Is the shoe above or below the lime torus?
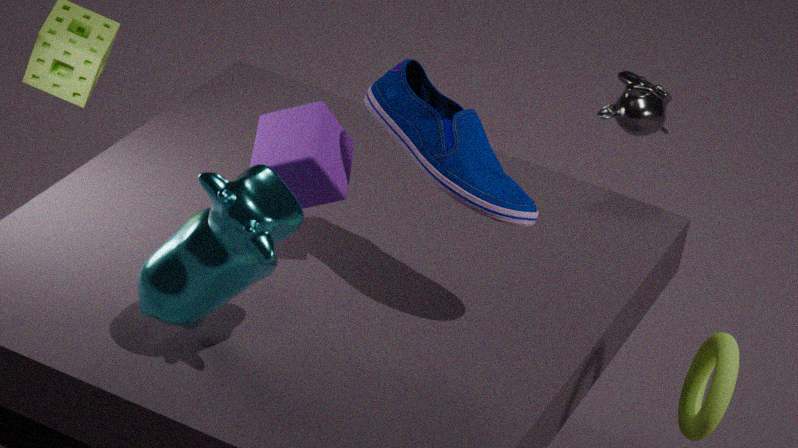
above
